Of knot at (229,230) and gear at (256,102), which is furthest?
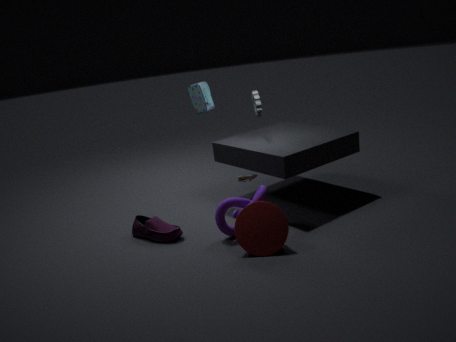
gear at (256,102)
